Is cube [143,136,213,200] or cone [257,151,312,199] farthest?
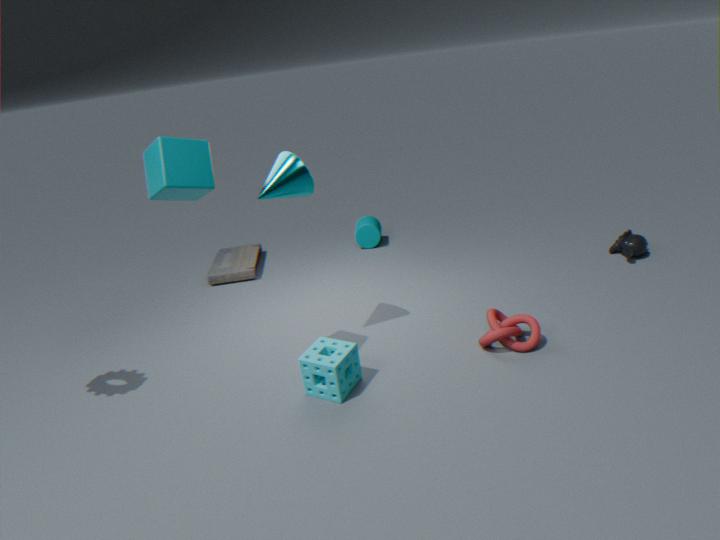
cone [257,151,312,199]
